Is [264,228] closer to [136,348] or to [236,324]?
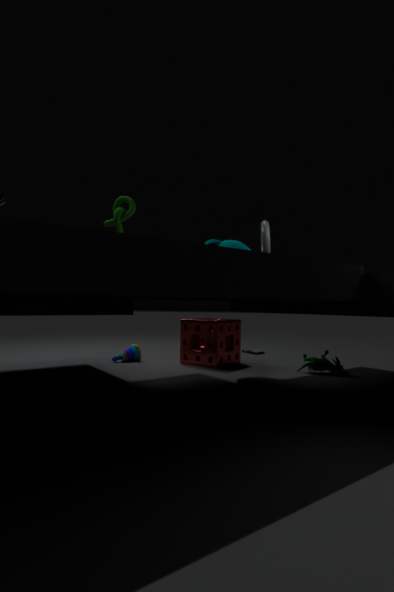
[236,324]
